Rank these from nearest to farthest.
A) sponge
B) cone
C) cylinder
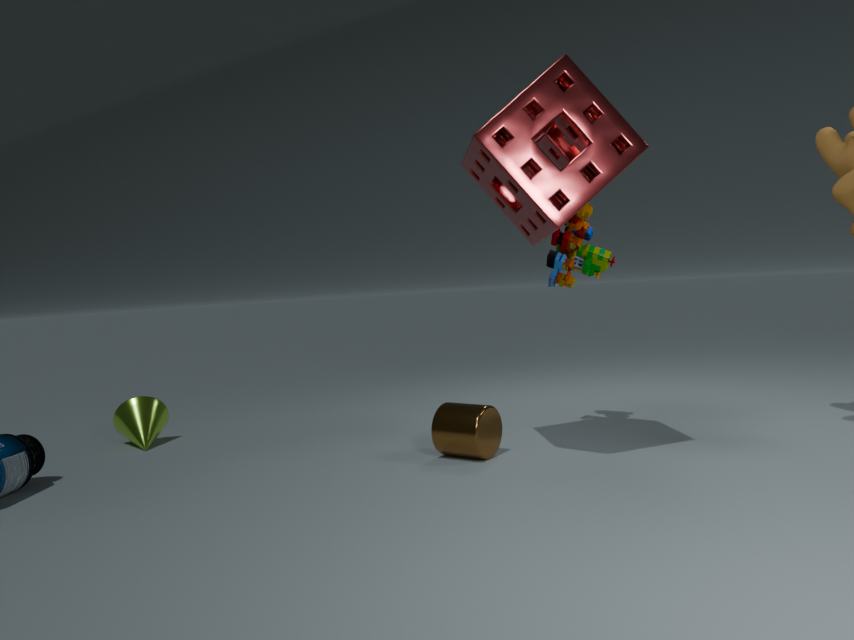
sponge < cylinder < cone
